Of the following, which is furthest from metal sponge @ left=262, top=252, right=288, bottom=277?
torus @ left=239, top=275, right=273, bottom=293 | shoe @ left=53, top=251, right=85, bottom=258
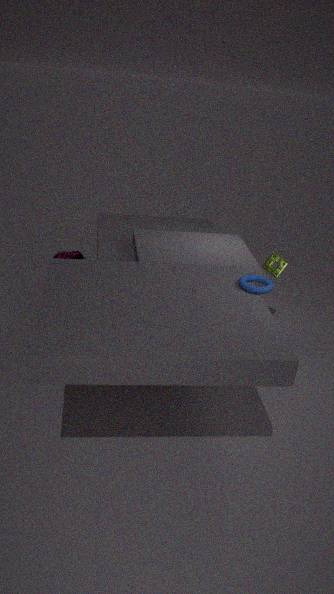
shoe @ left=53, top=251, right=85, bottom=258
